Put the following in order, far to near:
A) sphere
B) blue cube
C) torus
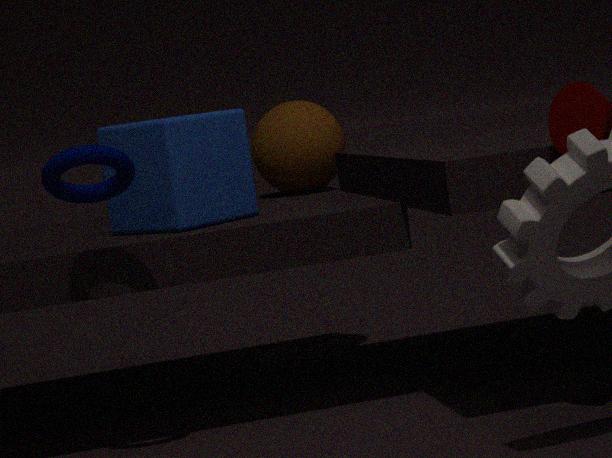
sphere < blue cube < torus
